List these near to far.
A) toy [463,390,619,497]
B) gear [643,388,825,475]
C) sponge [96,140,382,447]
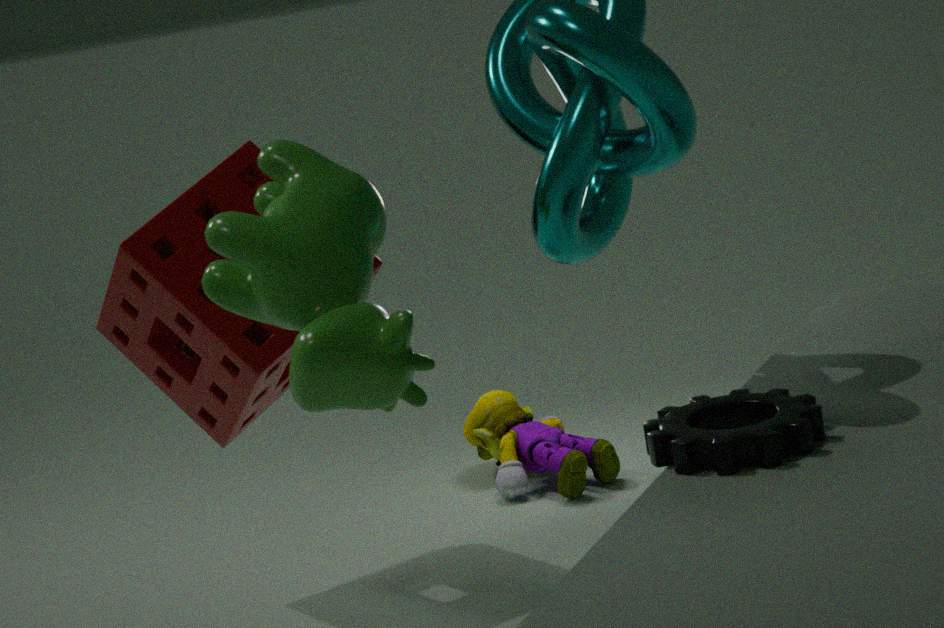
gear [643,388,825,475] < sponge [96,140,382,447] < toy [463,390,619,497]
